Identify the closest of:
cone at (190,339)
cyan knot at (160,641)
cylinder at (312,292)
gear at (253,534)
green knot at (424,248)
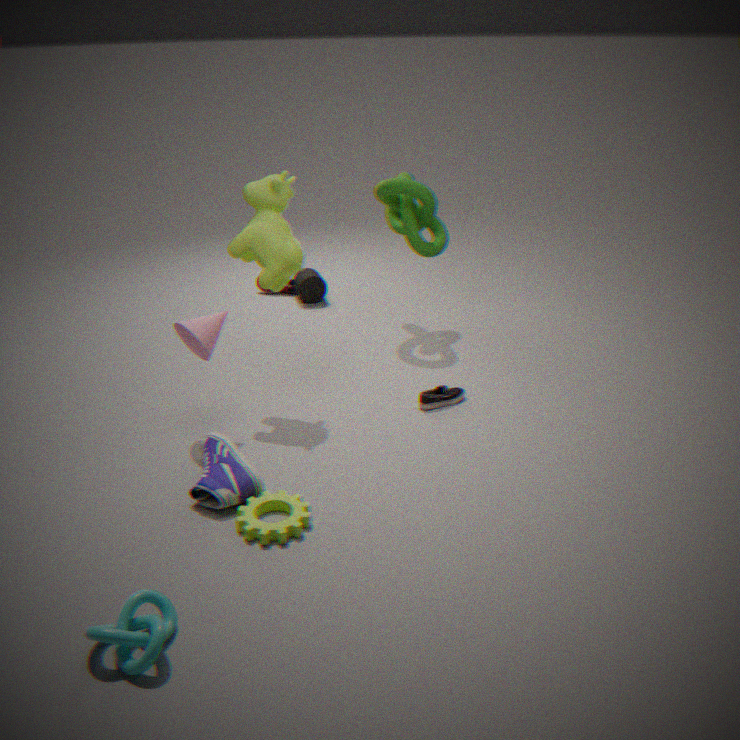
cyan knot at (160,641)
